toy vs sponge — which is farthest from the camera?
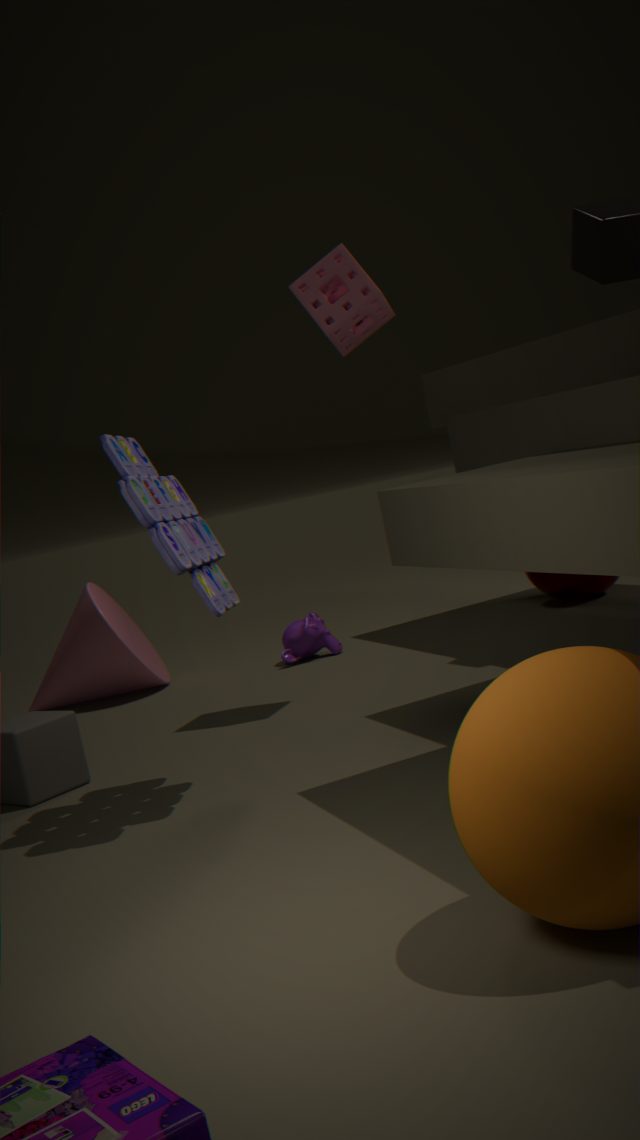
sponge
